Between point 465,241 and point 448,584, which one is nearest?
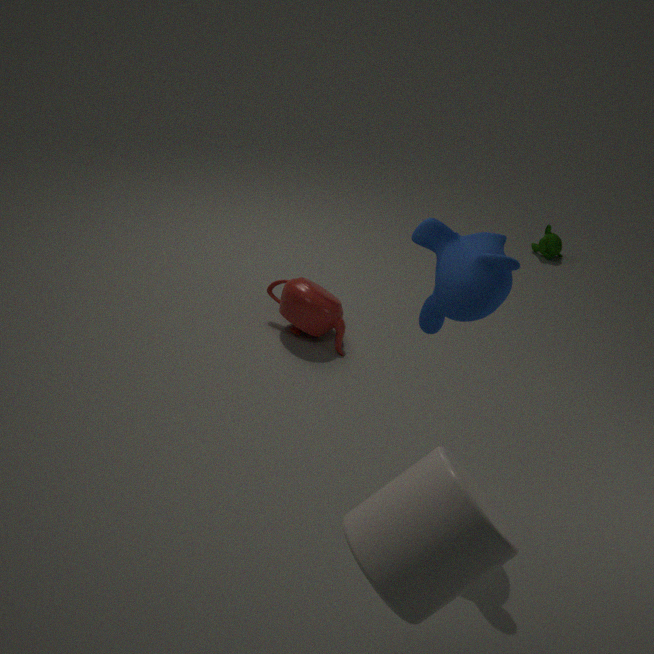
point 448,584
